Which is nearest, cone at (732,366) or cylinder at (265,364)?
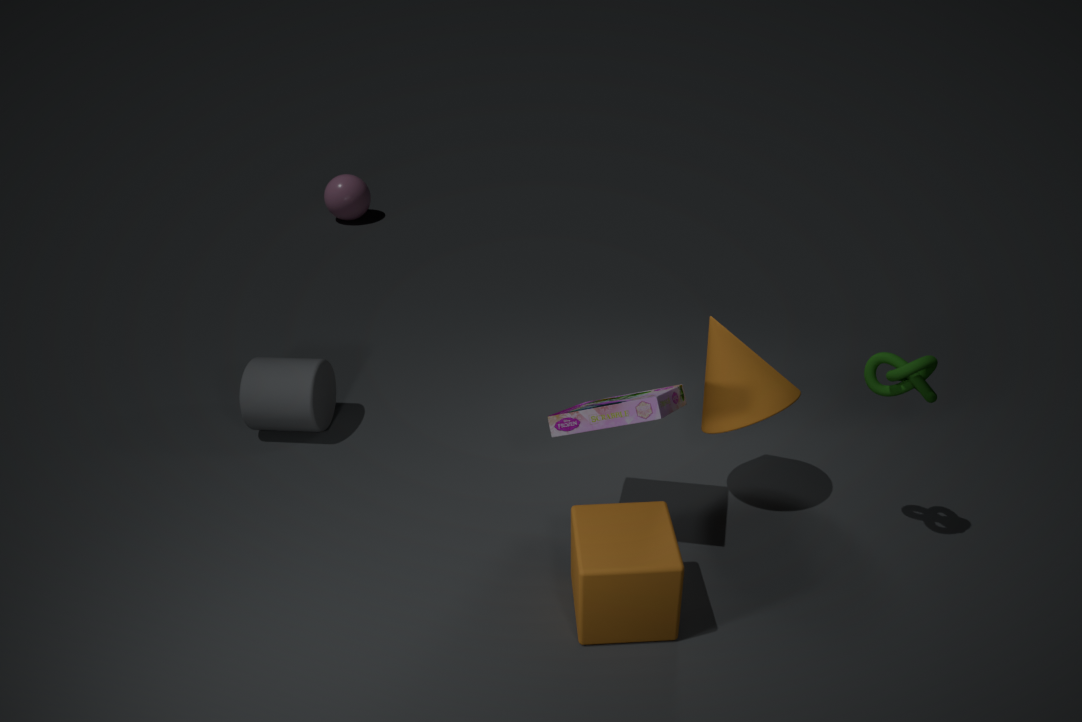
cone at (732,366)
